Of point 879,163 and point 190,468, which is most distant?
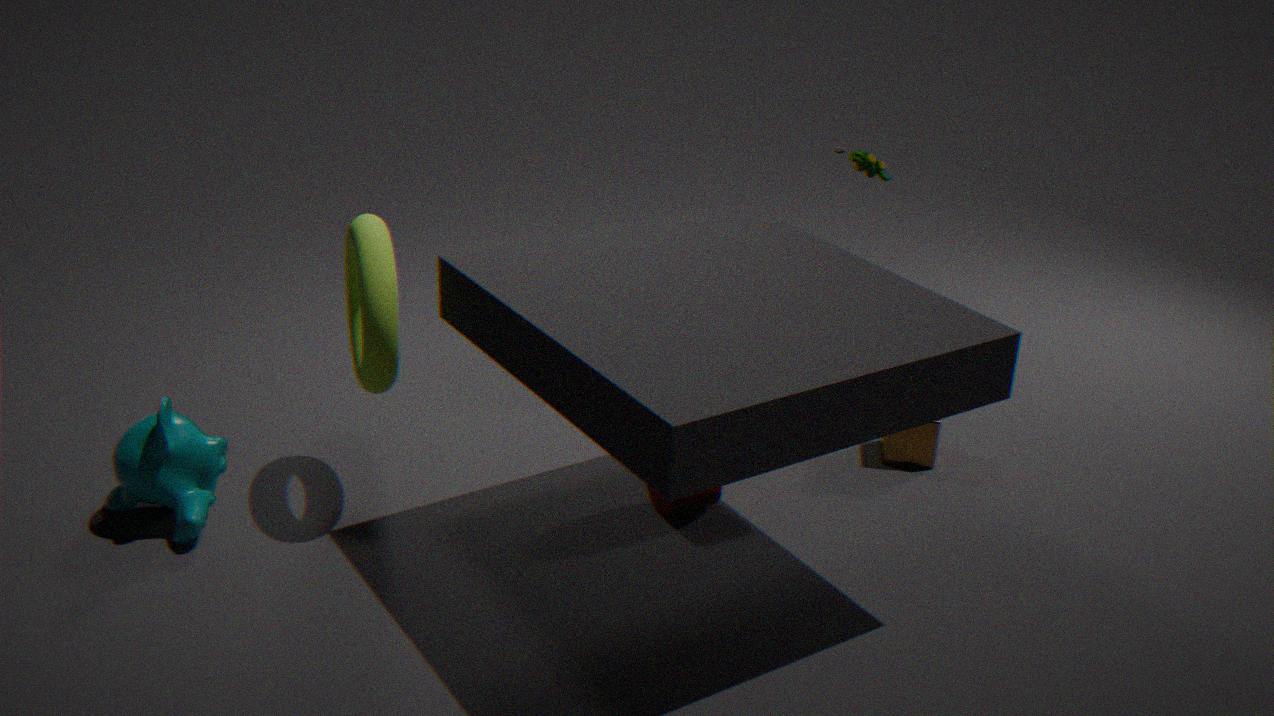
point 879,163
